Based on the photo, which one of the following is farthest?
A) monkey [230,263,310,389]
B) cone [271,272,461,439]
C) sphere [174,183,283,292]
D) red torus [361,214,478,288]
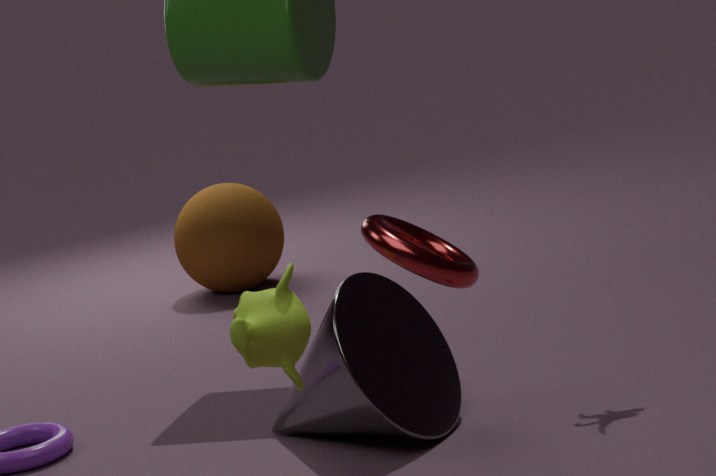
sphere [174,183,283,292]
